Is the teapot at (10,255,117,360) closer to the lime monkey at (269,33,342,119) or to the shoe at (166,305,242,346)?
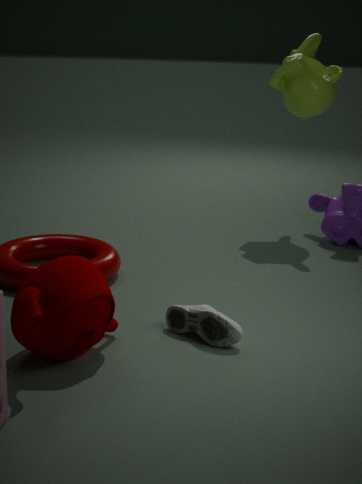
the shoe at (166,305,242,346)
